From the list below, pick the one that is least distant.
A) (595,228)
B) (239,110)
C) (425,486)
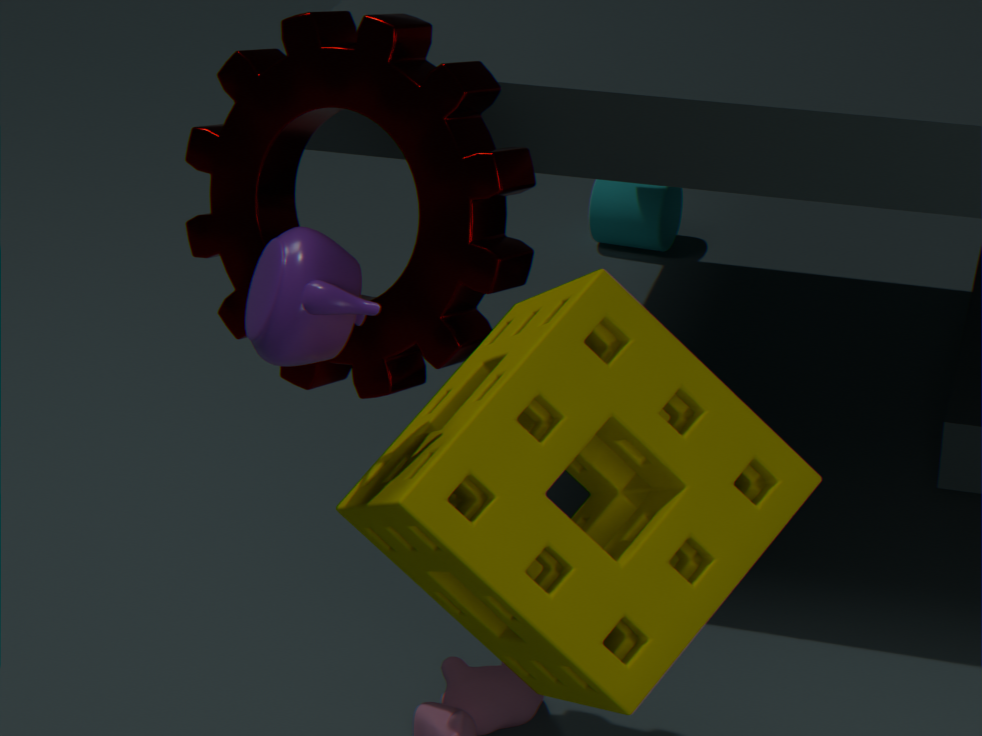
(425,486)
